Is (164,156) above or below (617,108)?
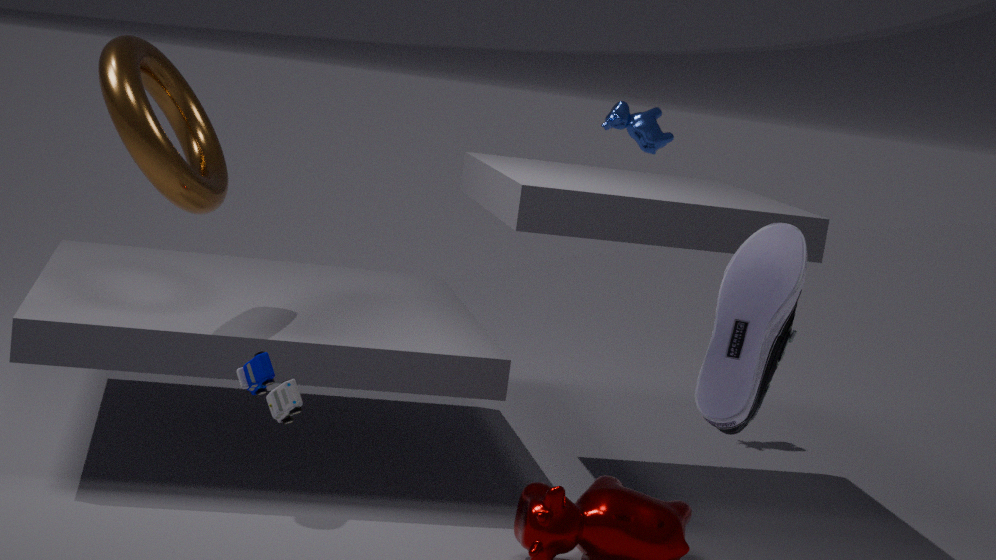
below
